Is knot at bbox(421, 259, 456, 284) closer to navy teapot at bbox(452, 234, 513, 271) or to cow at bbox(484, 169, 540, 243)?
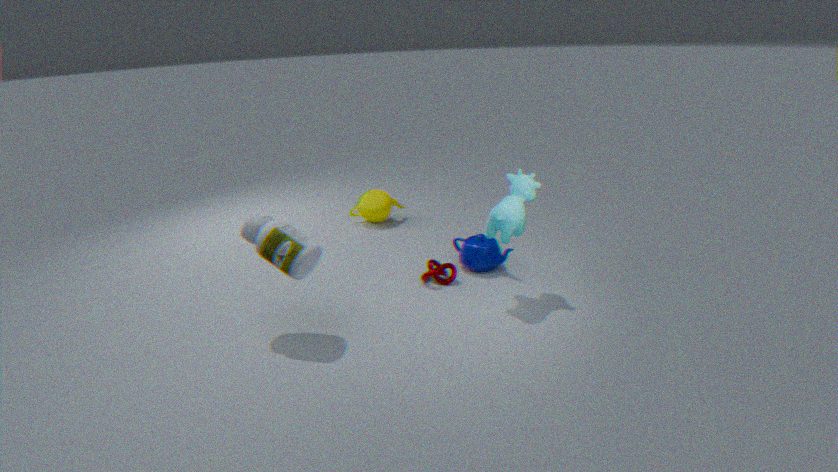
navy teapot at bbox(452, 234, 513, 271)
